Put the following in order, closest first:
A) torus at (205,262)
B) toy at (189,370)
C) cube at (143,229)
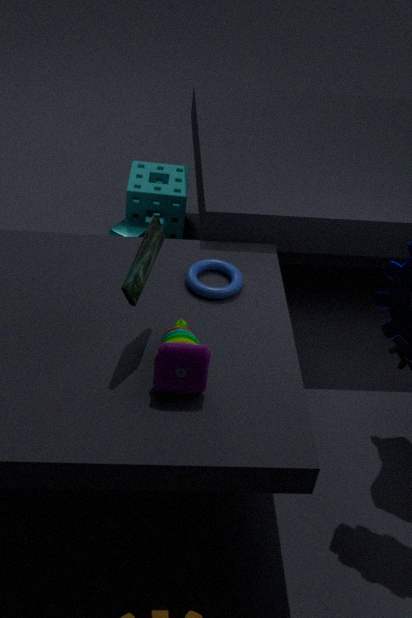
toy at (189,370) < torus at (205,262) < cube at (143,229)
